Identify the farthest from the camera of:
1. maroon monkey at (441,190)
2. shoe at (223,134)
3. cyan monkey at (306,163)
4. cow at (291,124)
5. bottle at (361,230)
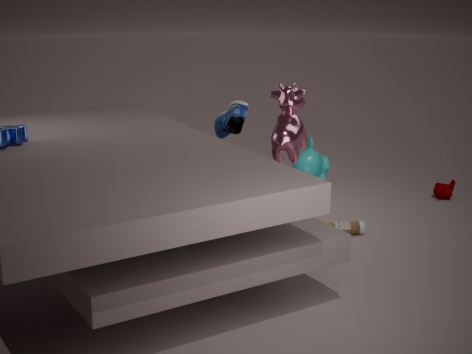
cyan monkey at (306,163)
